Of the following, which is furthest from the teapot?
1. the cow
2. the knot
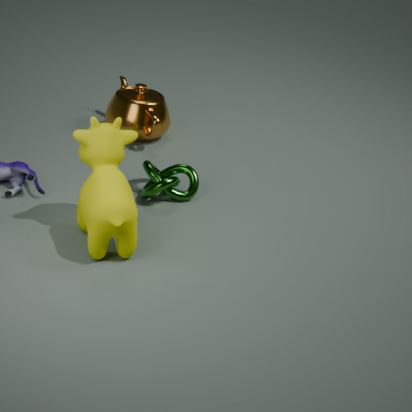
the cow
